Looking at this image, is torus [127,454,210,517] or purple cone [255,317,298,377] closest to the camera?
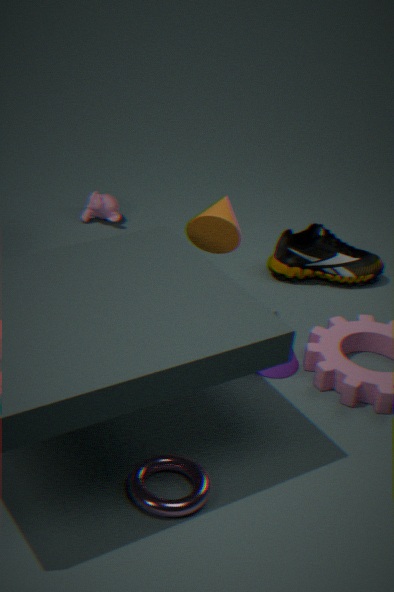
torus [127,454,210,517]
